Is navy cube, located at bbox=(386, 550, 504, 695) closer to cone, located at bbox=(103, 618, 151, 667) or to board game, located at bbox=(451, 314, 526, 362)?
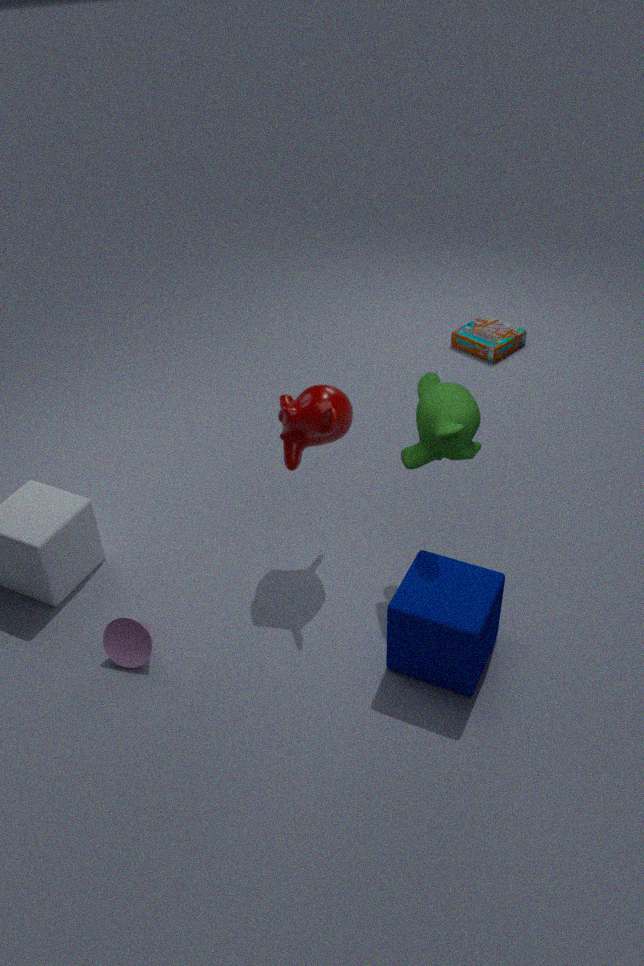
cone, located at bbox=(103, 618, 151, 667)
